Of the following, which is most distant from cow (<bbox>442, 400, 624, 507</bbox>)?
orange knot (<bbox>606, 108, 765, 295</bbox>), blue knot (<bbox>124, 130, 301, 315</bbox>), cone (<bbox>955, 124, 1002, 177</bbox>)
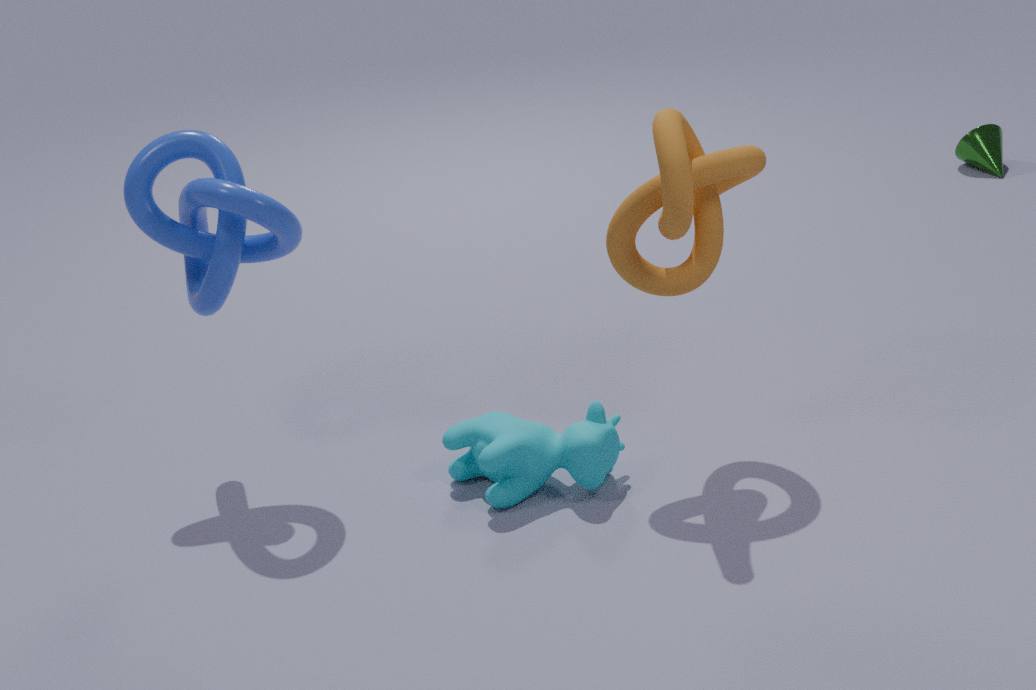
cone (<bbox>955, 124, 1002, 177</bbox>)
